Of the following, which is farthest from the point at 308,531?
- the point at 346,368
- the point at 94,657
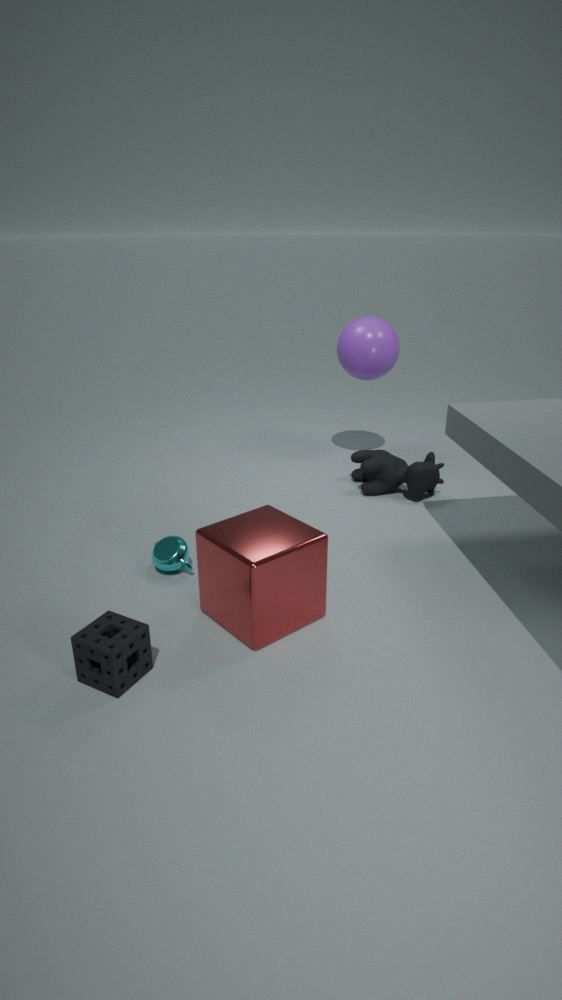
the point at 346,368
